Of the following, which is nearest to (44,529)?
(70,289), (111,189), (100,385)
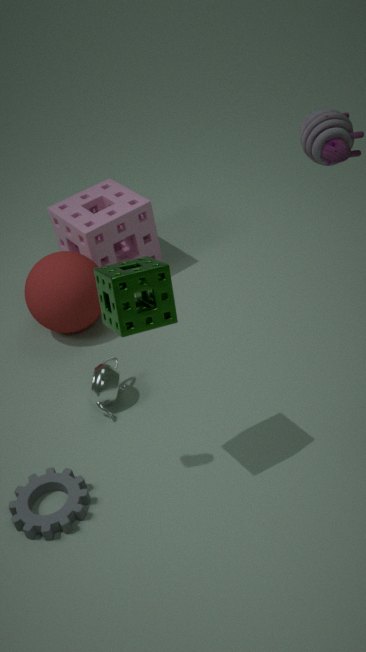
(100,385)
